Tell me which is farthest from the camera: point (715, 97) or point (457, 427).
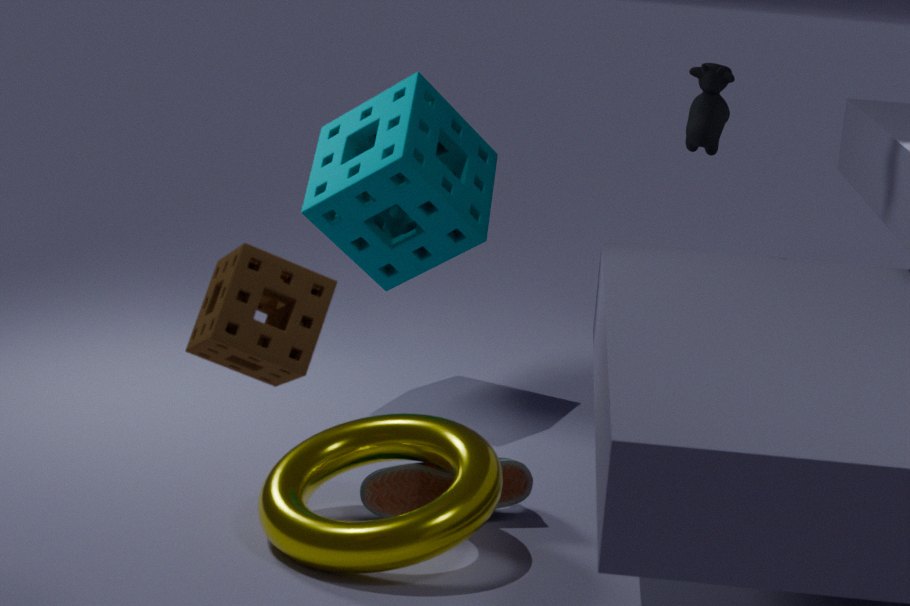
point (715, 97)
